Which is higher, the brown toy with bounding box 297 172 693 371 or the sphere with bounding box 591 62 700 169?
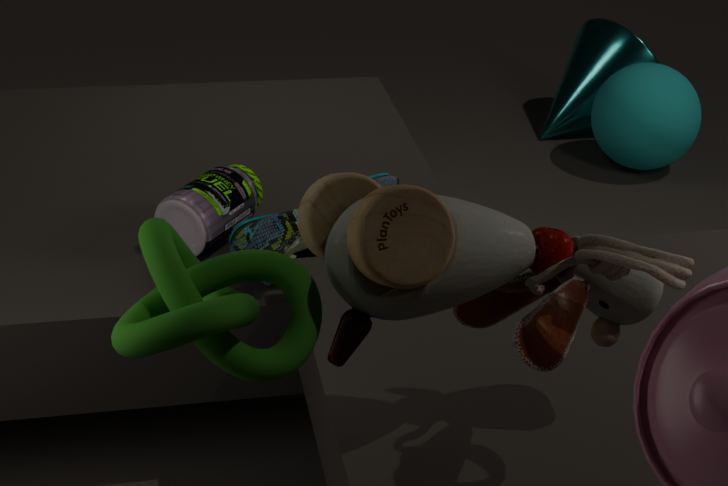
the brown toy with bounding box 297 172 693 371
